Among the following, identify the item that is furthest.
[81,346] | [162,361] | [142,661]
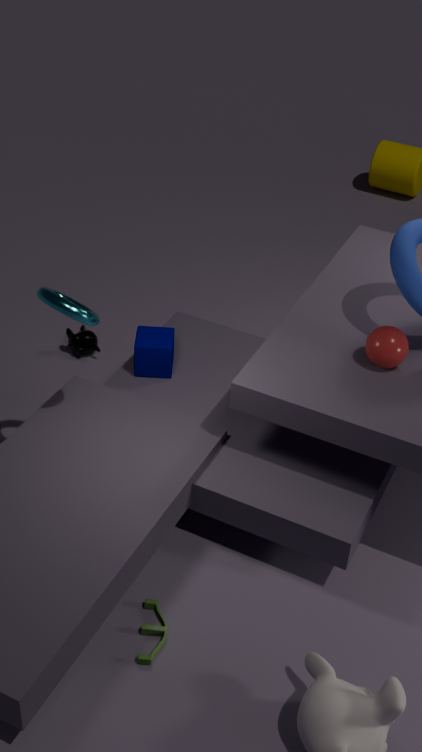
[81,346]
